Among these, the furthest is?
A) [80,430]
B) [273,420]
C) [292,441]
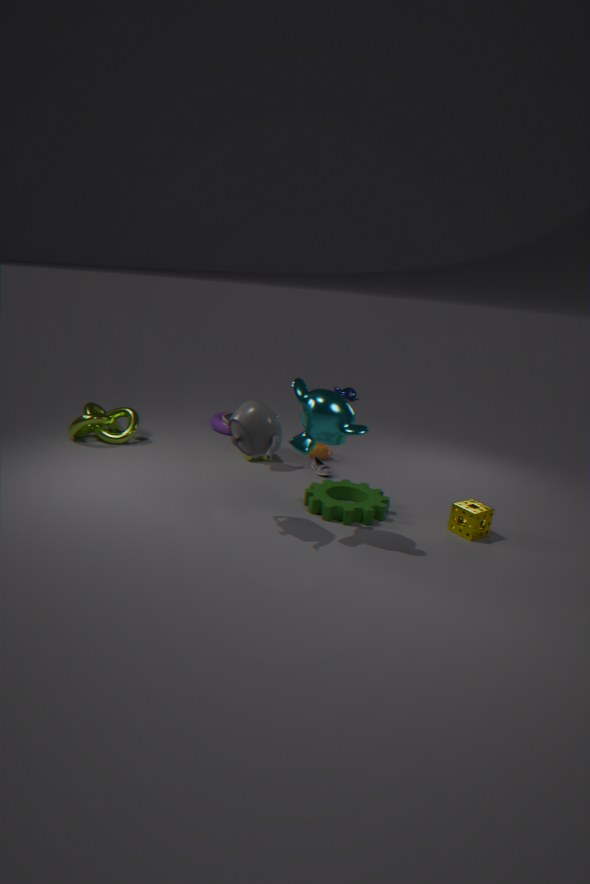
[80,430]
